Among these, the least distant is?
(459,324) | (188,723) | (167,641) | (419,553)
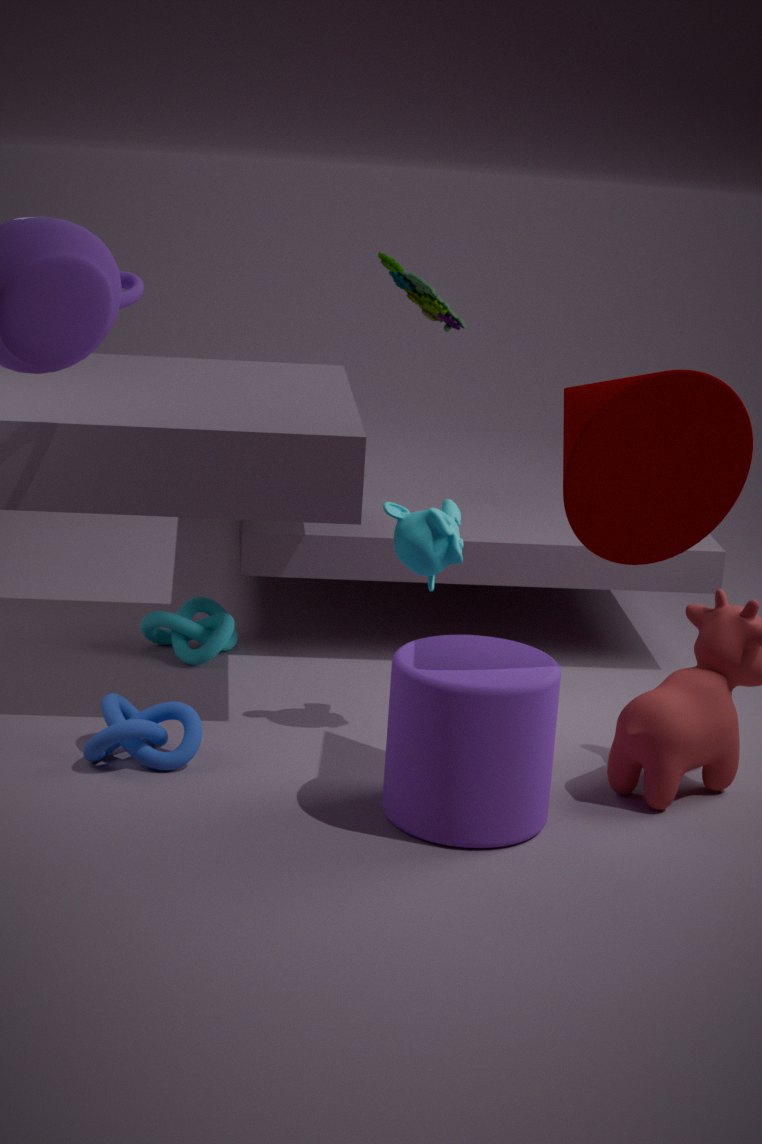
(188,723)
